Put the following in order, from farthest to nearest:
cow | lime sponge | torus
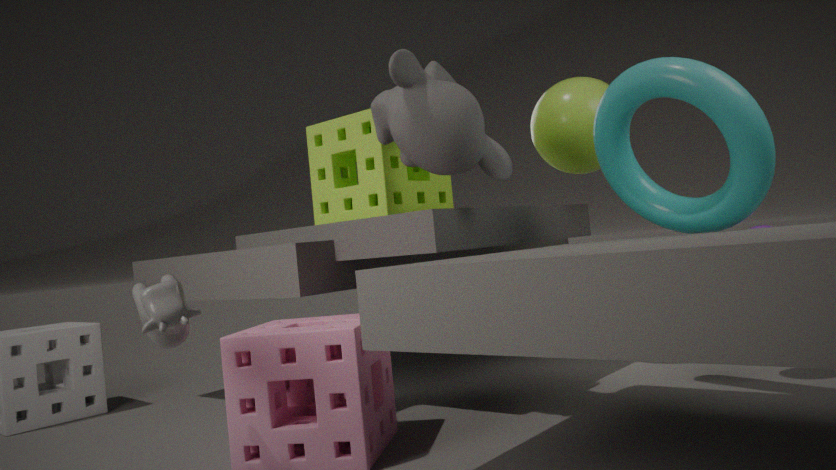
lime sponge, torus, cow
